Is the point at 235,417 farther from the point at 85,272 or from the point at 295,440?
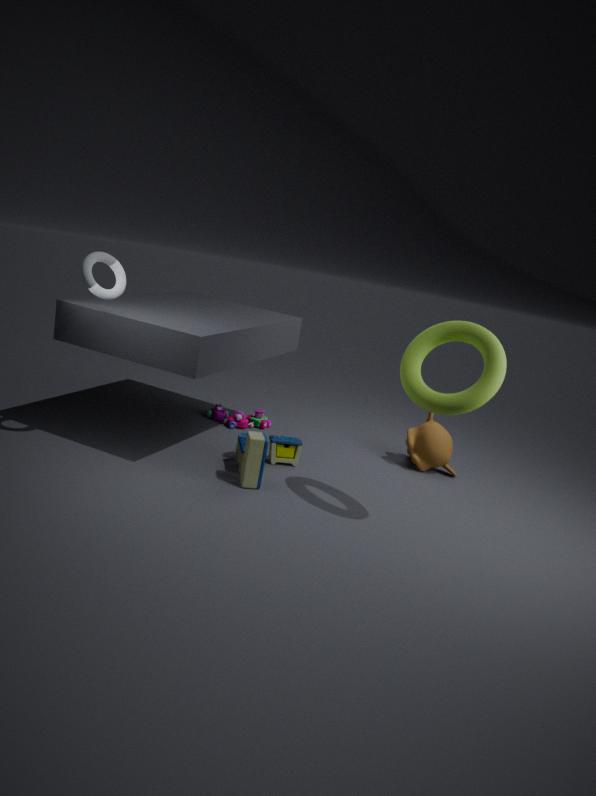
the point at 85,272
